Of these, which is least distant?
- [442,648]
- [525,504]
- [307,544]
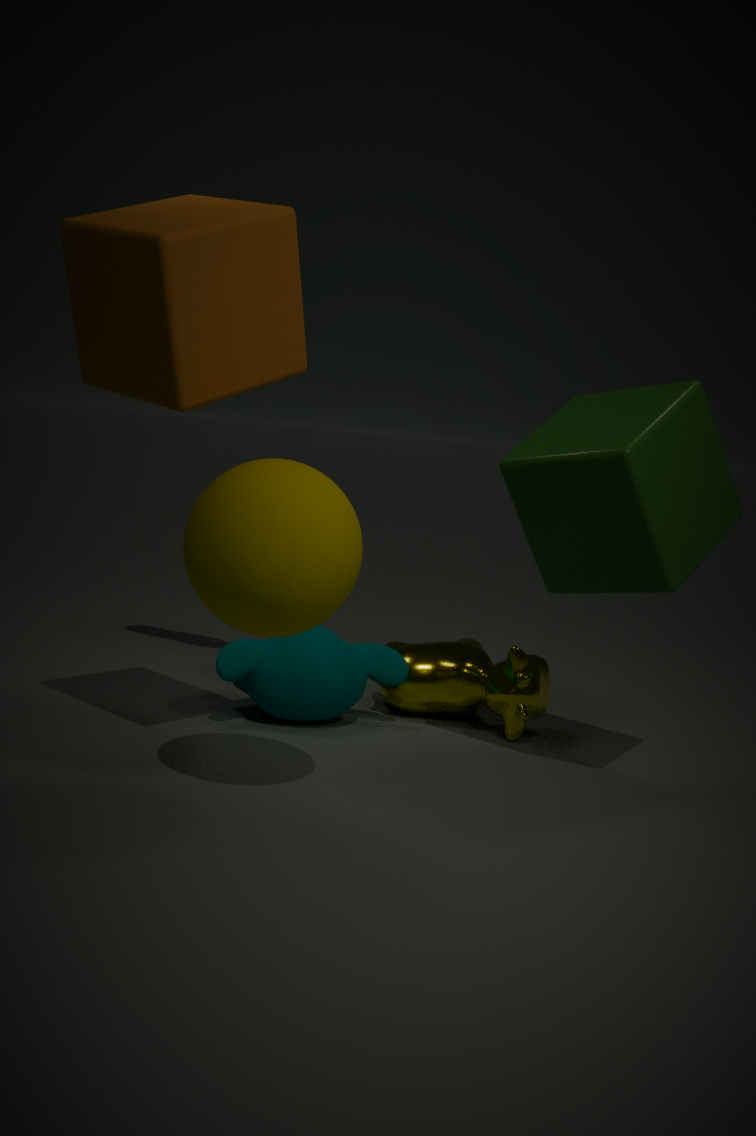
[307,544]
